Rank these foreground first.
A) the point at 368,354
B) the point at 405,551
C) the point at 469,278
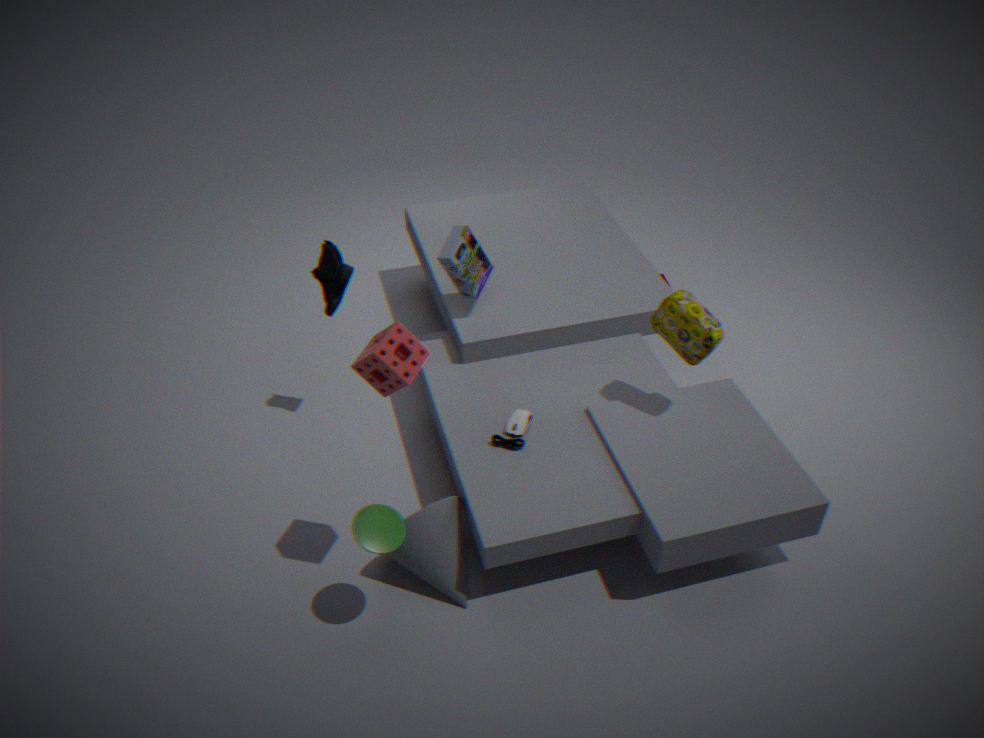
the point at 368,354 < the point at 405,551 < the point at 469,278
